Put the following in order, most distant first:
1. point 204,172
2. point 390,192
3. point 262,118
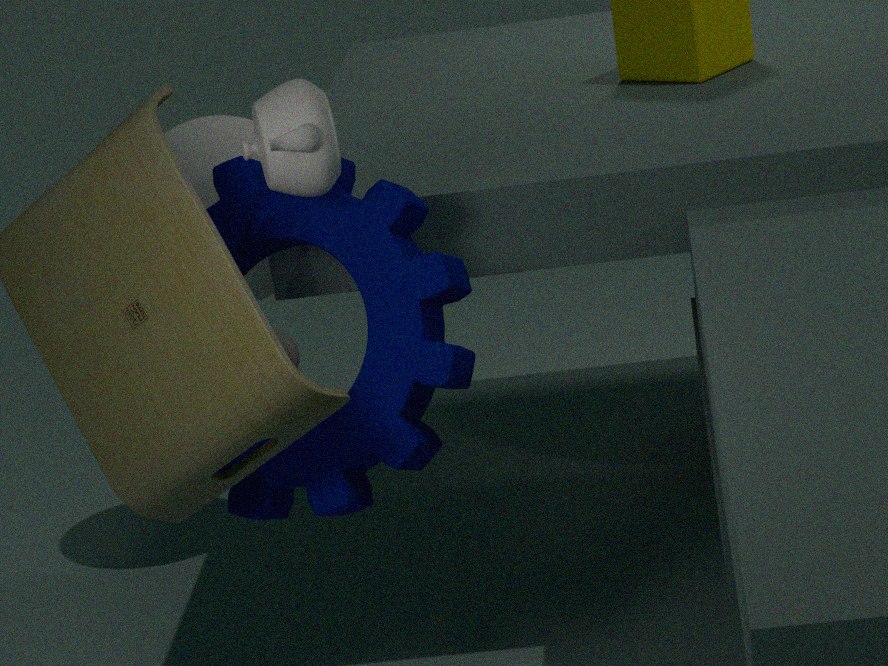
point 204,172, point 390,192, point 262,118
